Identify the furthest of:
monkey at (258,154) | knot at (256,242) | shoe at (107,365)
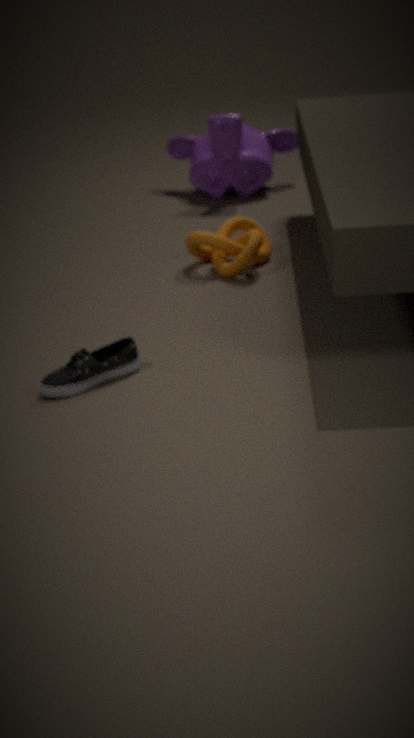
monkey at (258,154)
